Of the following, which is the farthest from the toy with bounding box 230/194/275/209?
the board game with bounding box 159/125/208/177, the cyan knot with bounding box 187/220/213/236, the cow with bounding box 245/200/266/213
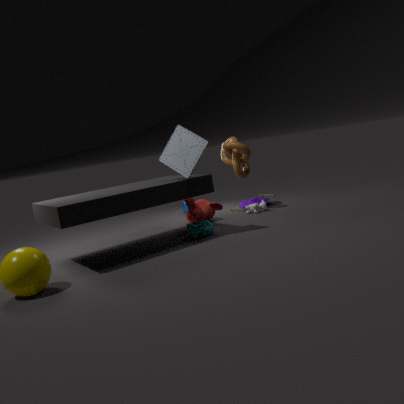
the board game with bounding box 159/125/208/177
